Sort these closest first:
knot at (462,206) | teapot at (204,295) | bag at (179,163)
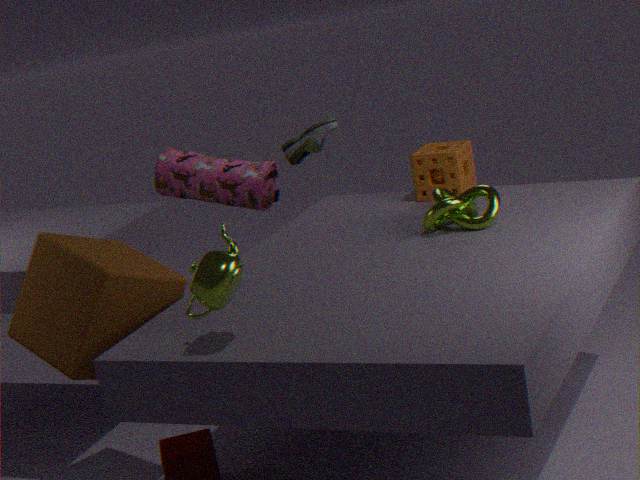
teapot at (204,295) → knot at (462,206) → bag at (179,163)
